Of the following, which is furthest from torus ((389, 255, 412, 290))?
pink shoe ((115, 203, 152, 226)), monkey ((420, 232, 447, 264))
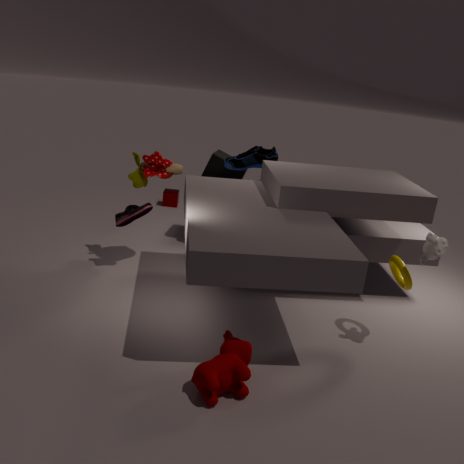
pink shoe ((115, 203, 152, 226))
